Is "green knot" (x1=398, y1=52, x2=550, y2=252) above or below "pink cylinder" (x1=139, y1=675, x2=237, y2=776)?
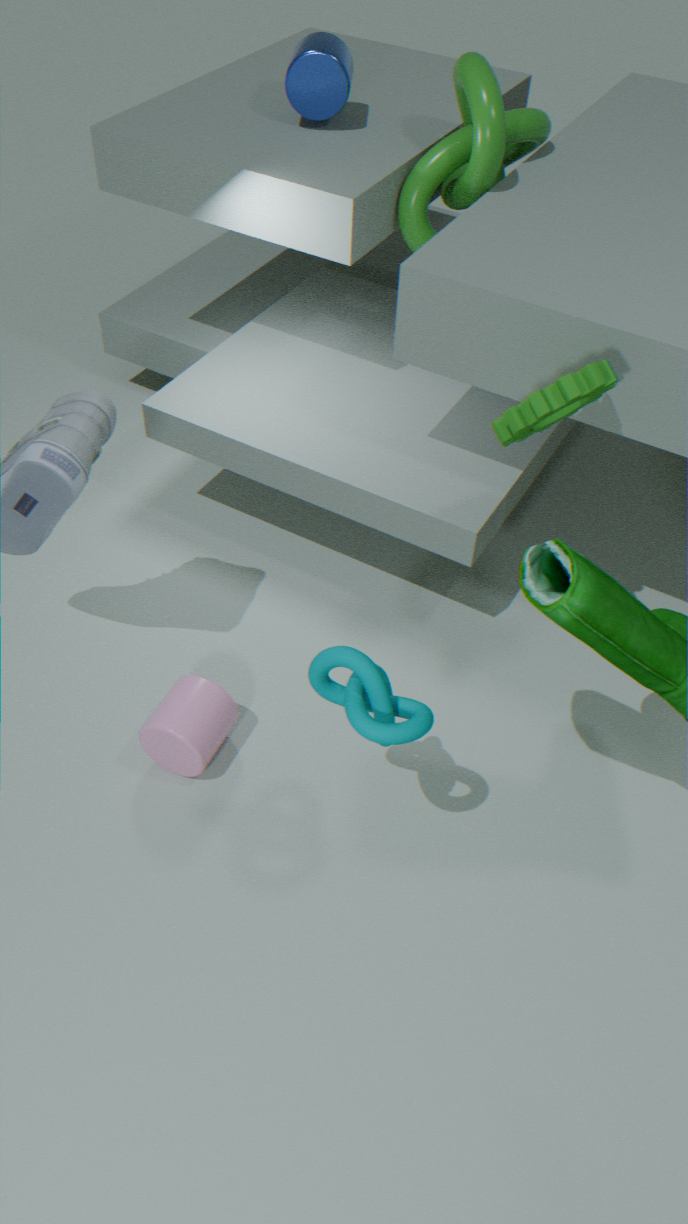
above
